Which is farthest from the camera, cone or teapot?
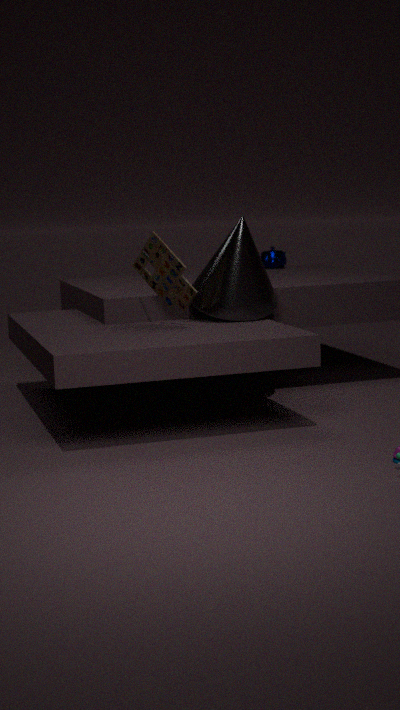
teapot
